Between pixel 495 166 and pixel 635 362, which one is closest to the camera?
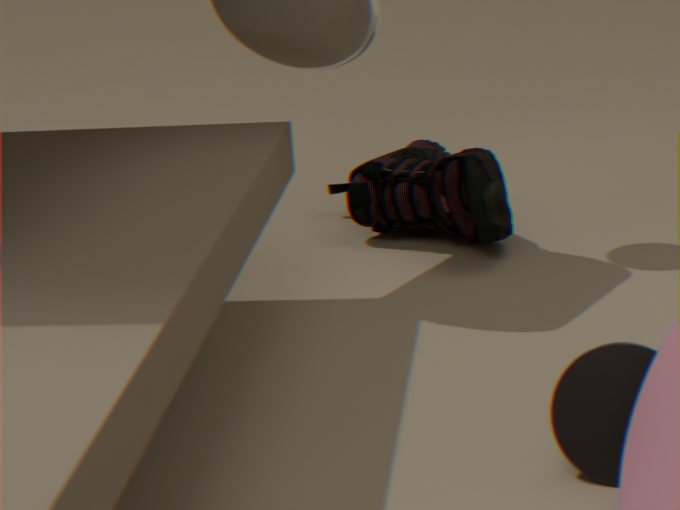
pixel 635 362
